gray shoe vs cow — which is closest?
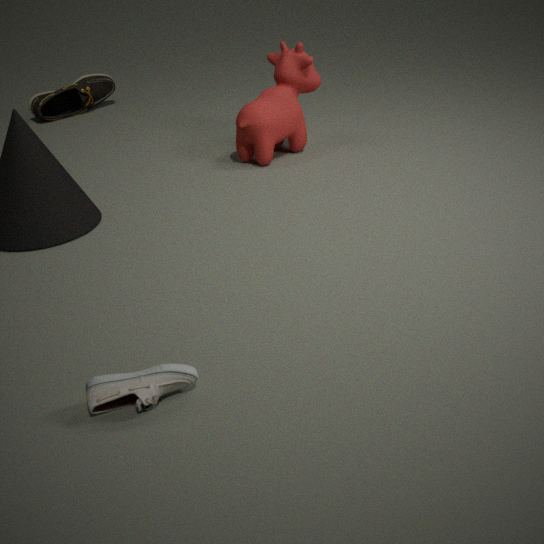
gray shoe
